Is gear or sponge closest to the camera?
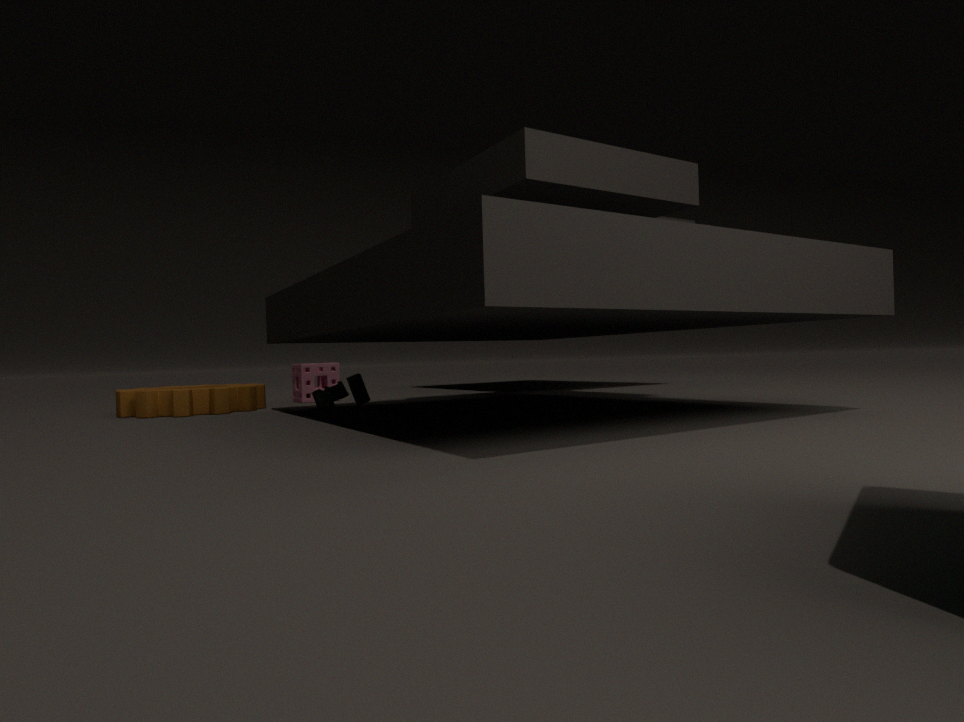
gear
